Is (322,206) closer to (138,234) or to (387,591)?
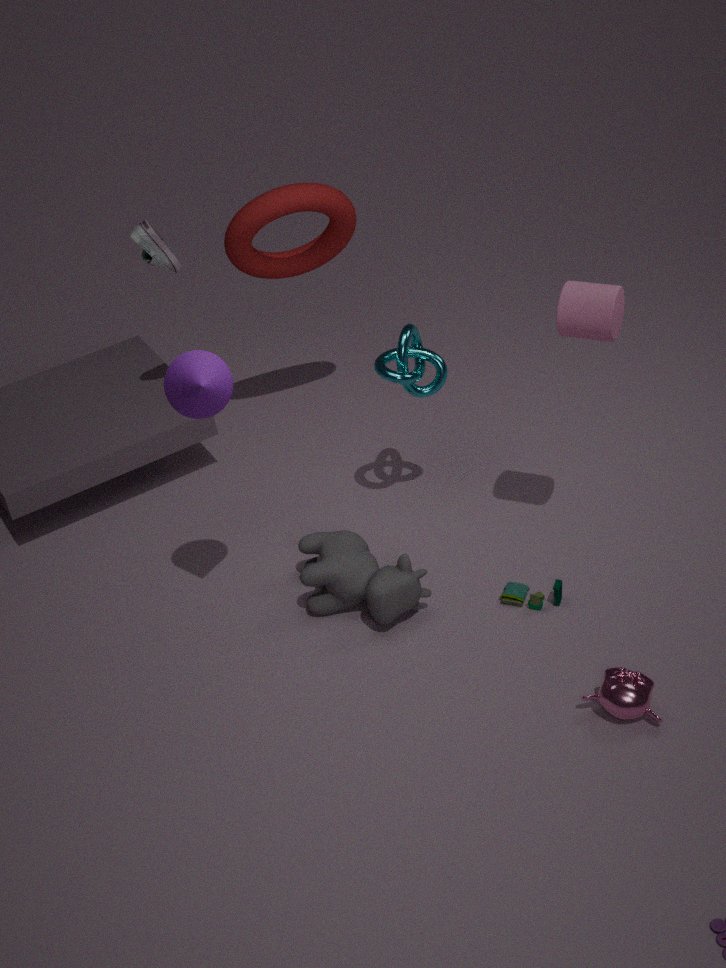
(138,234)
